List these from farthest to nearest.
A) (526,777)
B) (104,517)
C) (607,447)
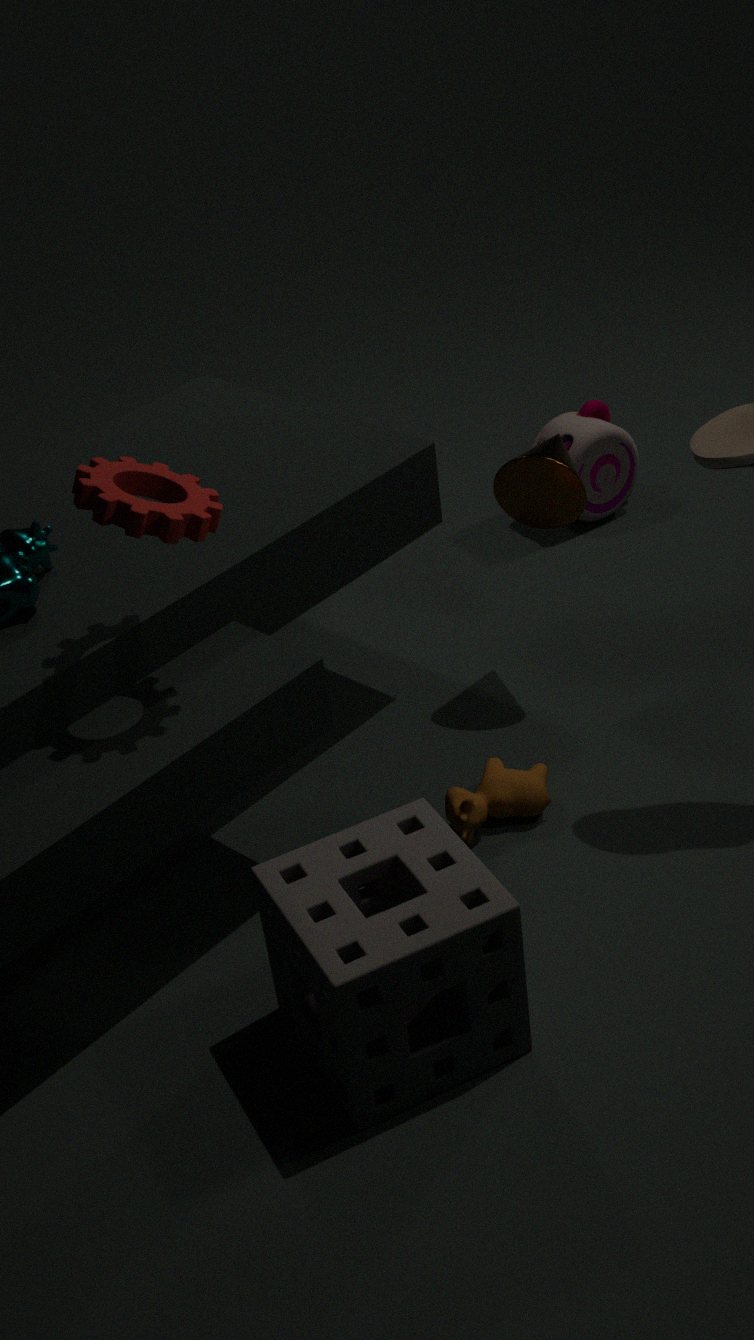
(607,447) < (526,777) < (104,517)
